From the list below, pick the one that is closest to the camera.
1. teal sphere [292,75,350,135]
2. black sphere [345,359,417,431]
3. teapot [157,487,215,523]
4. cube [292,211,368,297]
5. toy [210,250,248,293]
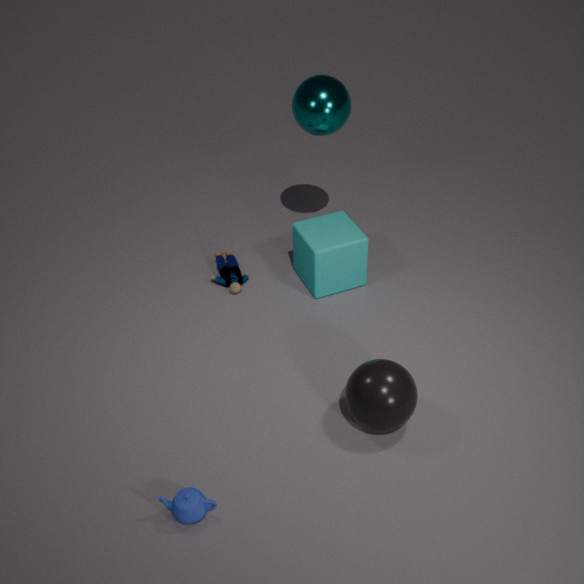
teapot [157,487,215,523]
